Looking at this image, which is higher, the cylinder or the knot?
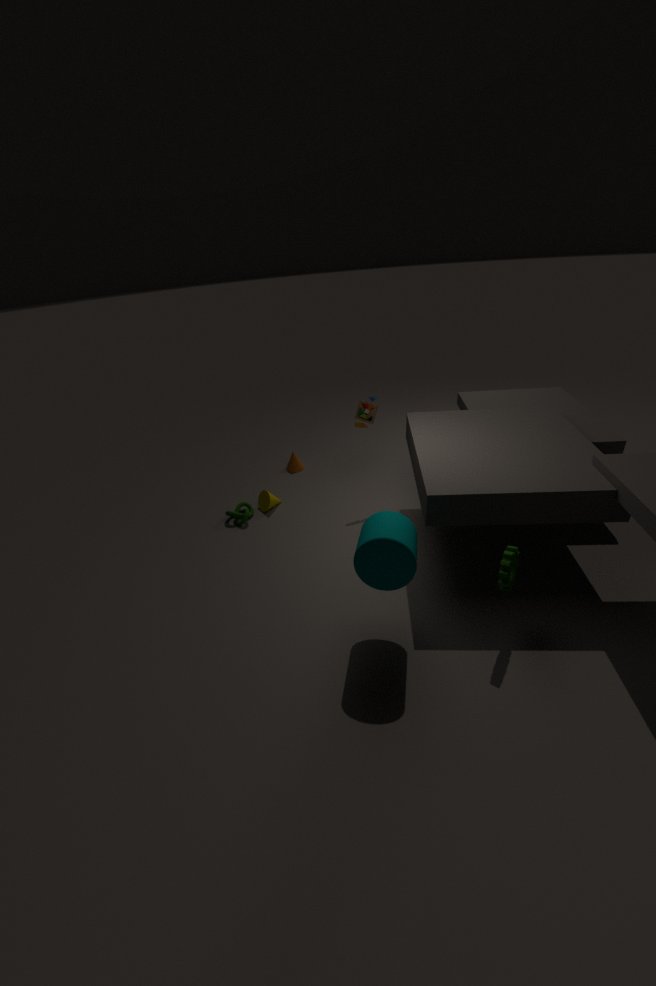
the cylinder
